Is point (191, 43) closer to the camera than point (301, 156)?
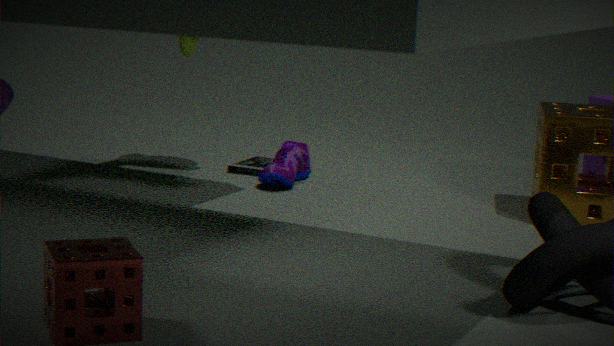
No
